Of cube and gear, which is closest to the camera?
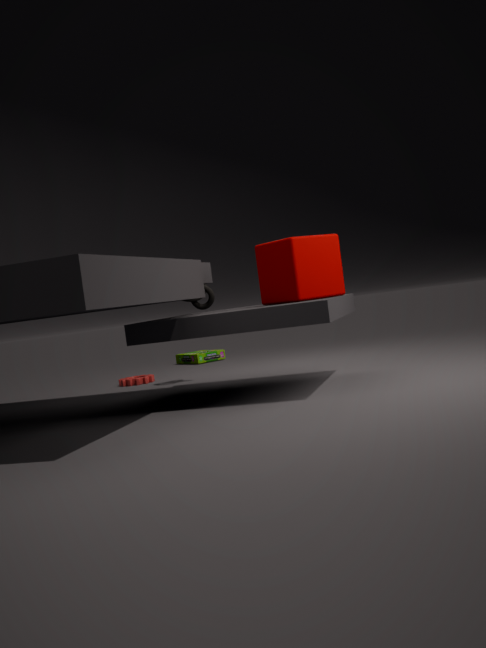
cube
